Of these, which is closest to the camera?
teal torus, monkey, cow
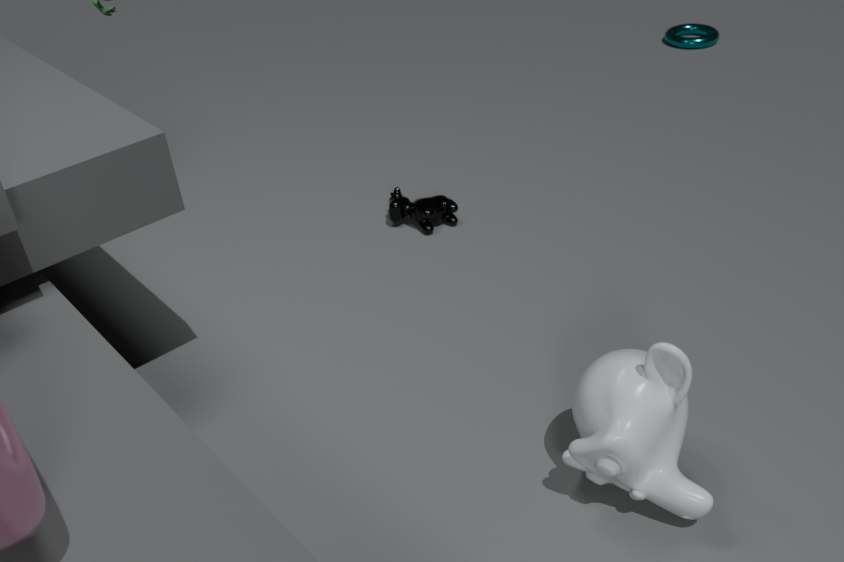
monkey
